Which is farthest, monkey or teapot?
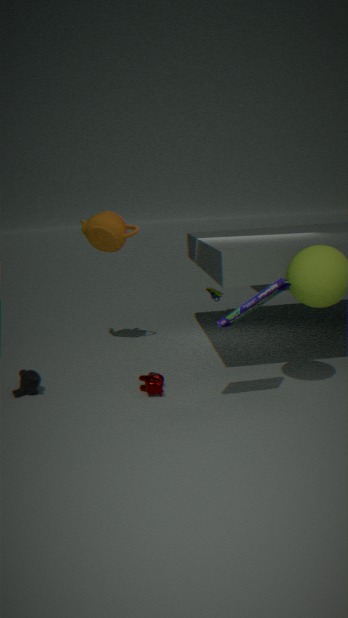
teapot
